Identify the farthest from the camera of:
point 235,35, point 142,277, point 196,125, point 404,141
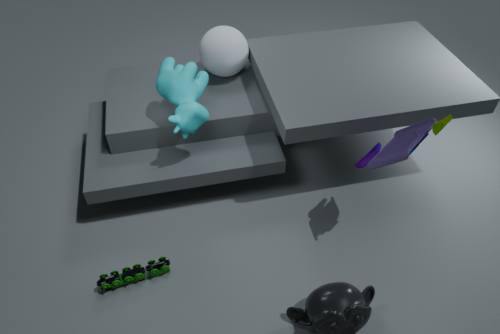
point 235,35
